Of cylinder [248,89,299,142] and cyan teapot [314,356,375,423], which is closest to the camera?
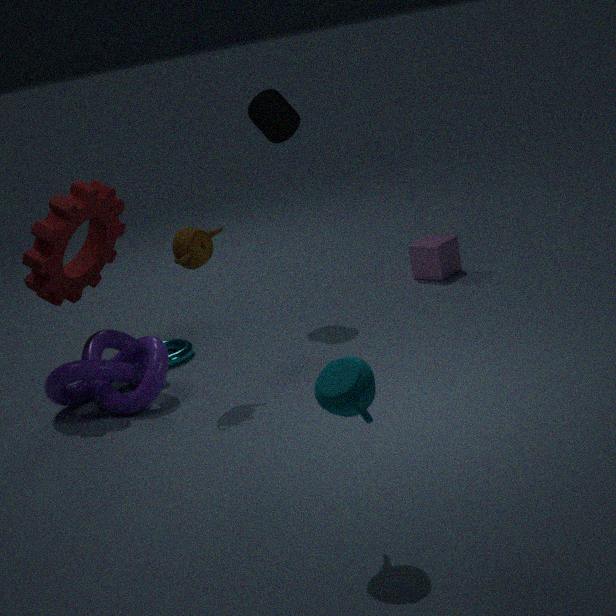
cyan teapot [314,356,375,423]
